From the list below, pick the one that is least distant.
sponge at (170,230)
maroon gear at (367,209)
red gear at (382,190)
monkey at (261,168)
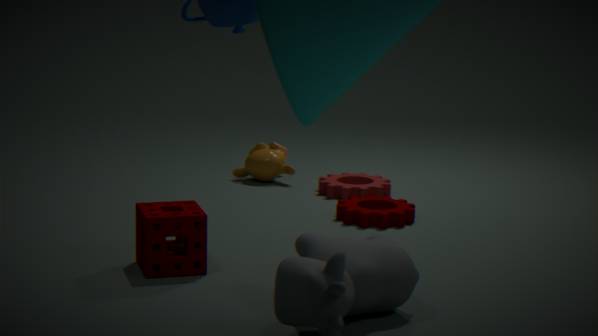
sponge at (170,230)
